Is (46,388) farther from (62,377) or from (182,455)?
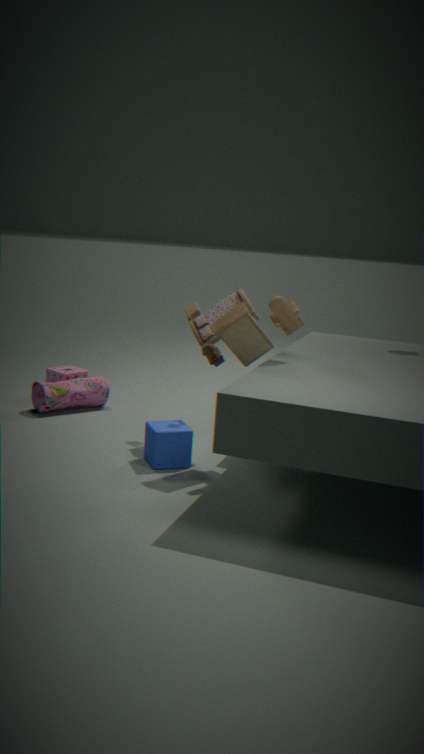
(182,455)
